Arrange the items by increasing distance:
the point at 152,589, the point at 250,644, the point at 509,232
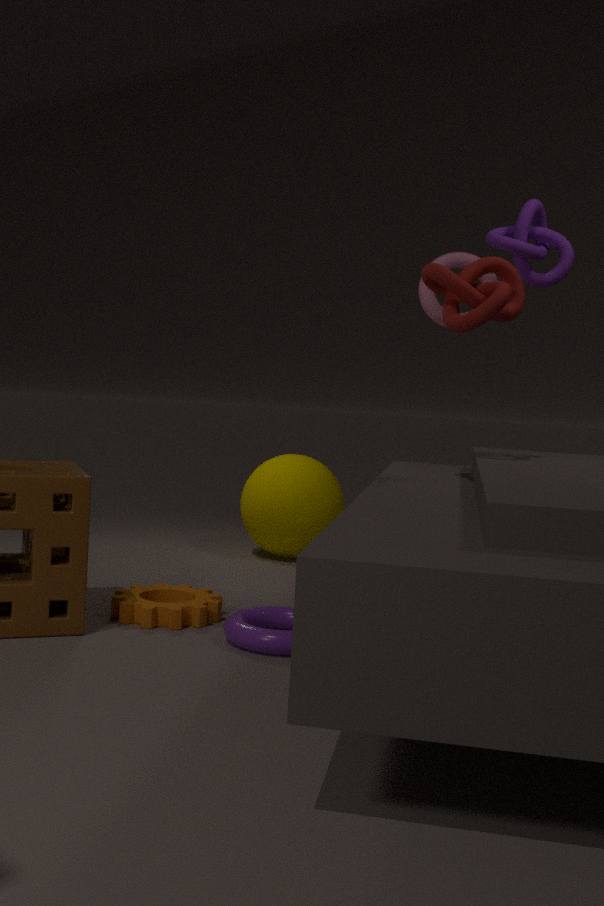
the point at 250,644 → the point at 152,589 → the point at 509,232
